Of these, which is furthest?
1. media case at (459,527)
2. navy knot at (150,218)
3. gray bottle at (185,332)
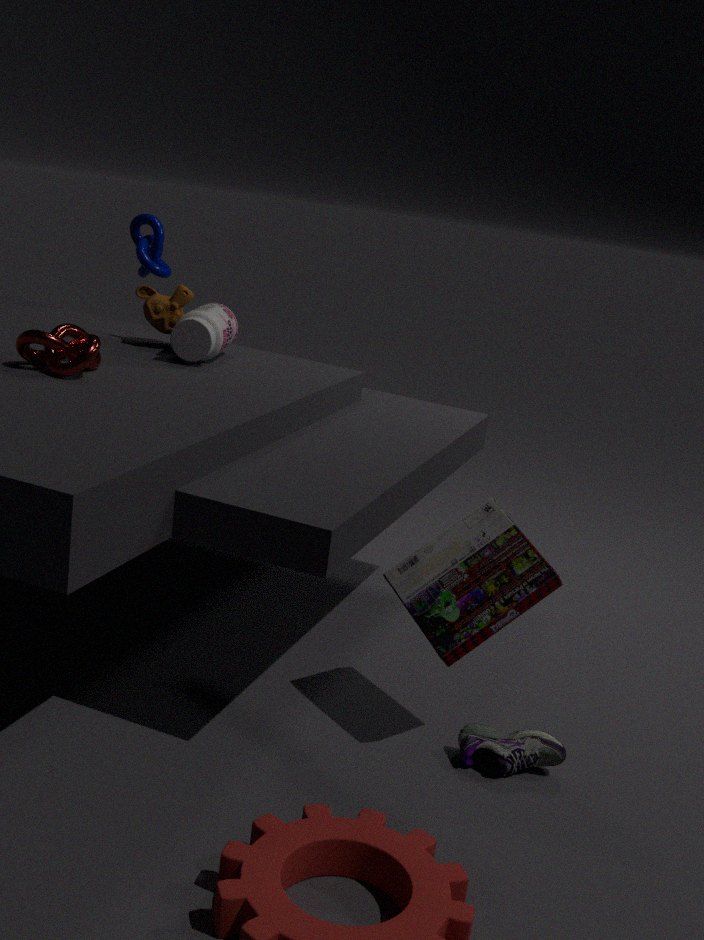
navy knot at (150,218)
